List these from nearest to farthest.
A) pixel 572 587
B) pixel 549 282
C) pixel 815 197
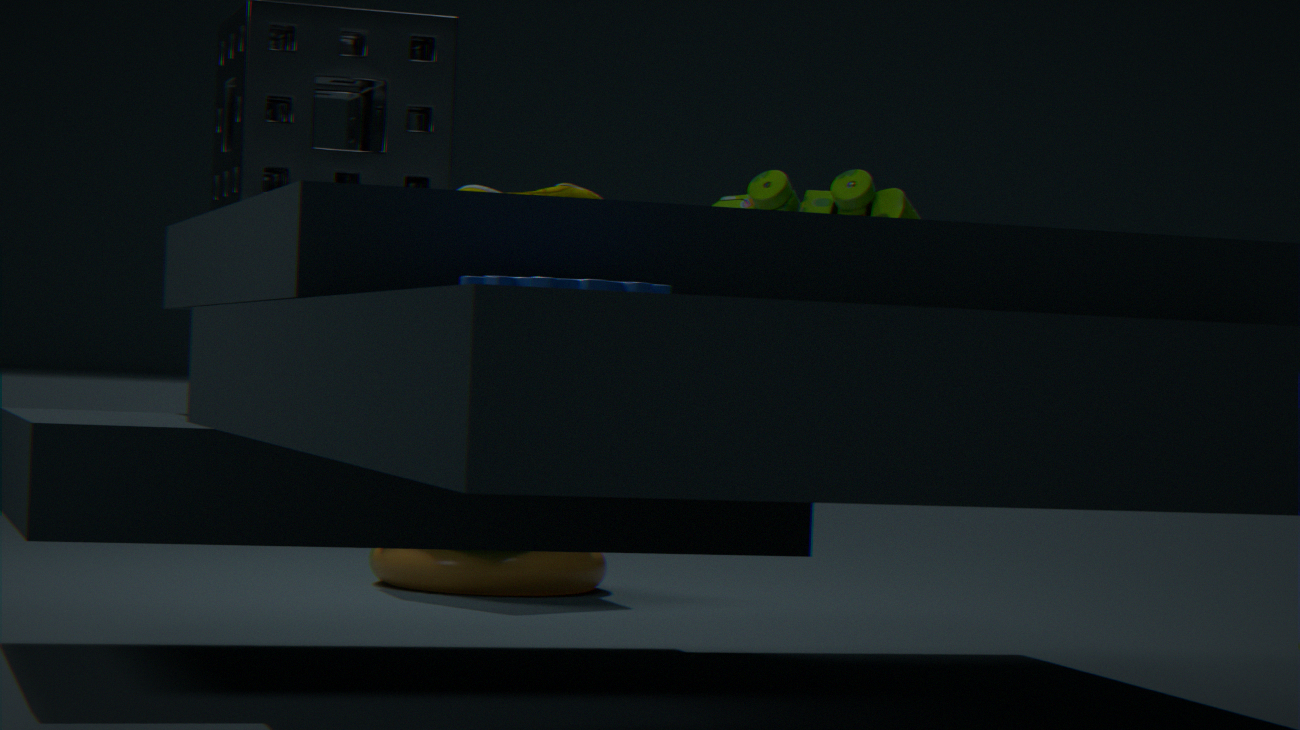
pixel 549 282 < pixel 815 197 < pixel 572 587
